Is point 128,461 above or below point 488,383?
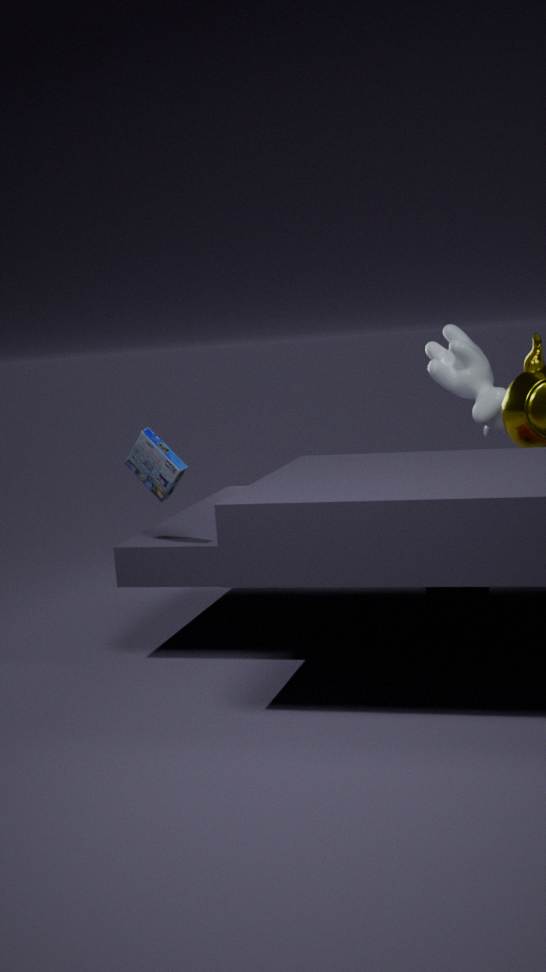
below
